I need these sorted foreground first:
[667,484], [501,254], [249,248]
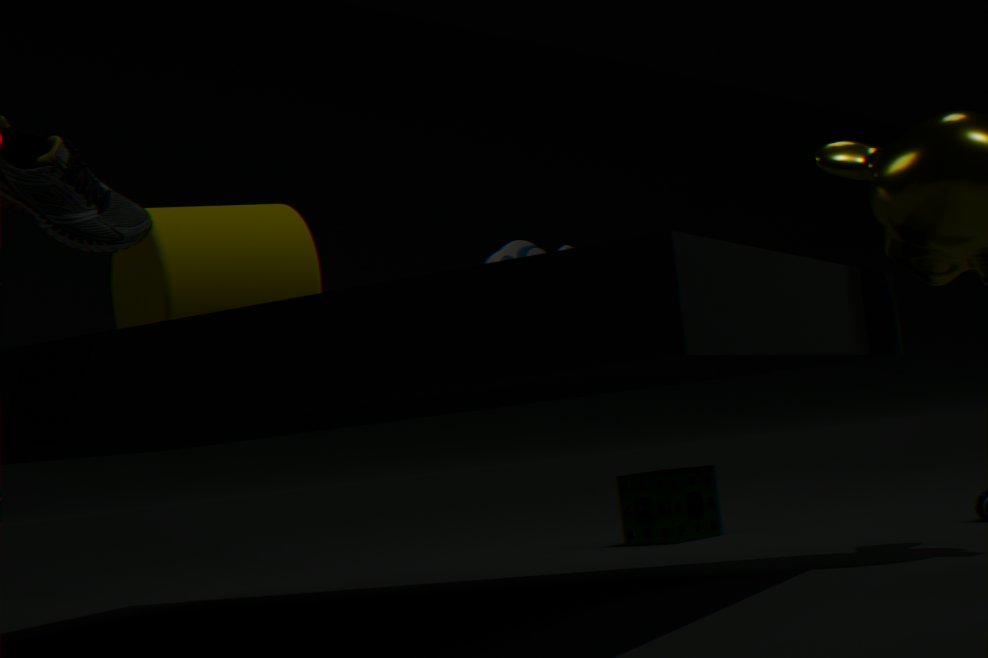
1. [501,254]
2. [249,248]
3. [667,484]
